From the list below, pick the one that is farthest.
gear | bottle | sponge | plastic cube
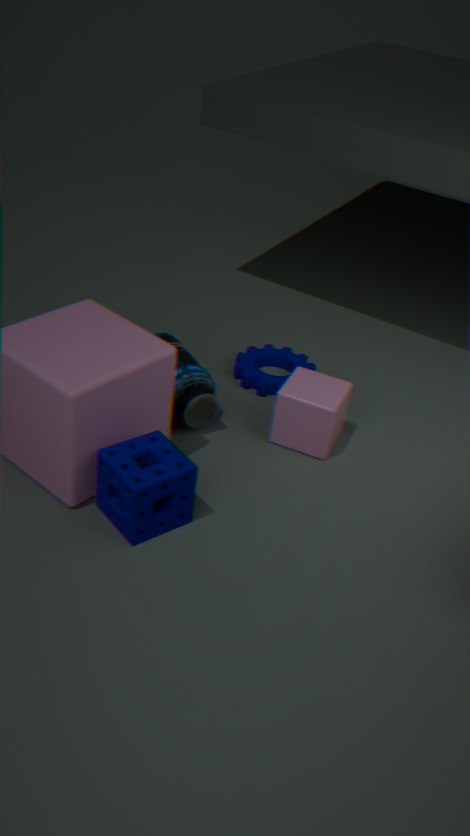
gear
